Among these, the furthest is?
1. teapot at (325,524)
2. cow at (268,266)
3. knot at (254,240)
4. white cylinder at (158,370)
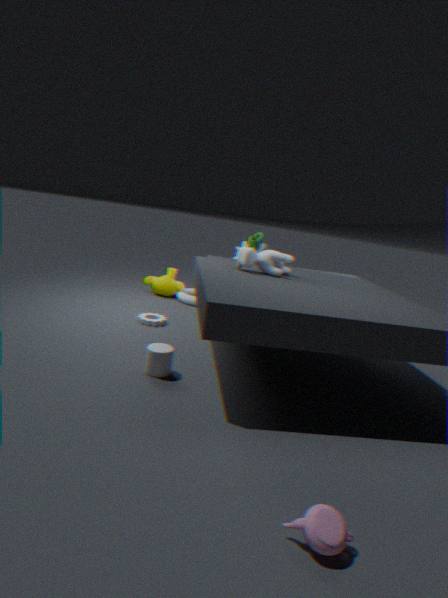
knot at (254,240)
